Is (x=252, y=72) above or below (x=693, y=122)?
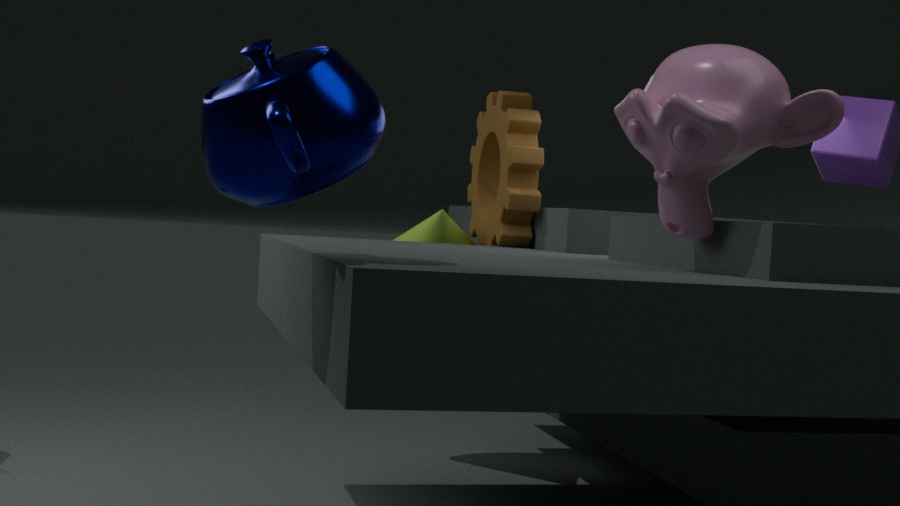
below
